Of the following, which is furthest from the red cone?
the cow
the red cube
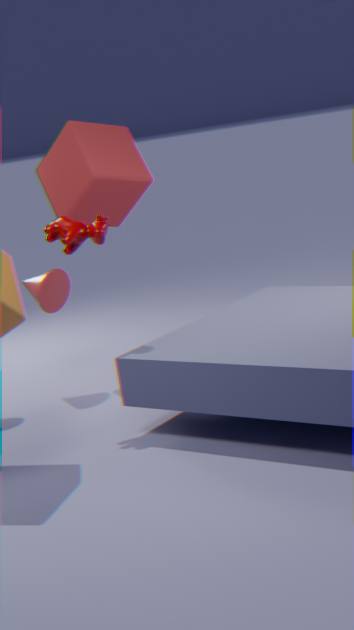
the cow
